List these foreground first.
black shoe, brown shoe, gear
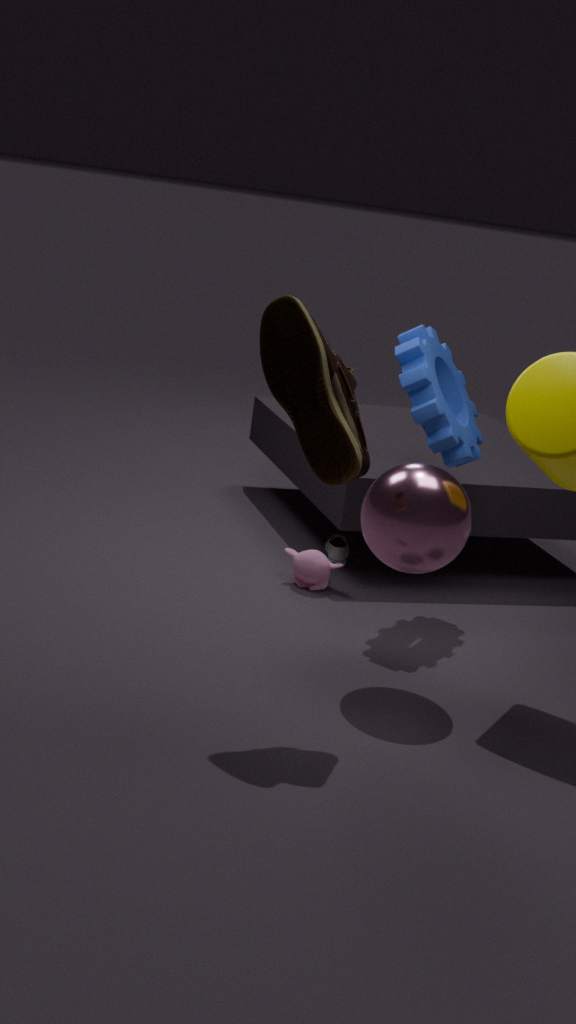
brown shoe, gear, black shoe
